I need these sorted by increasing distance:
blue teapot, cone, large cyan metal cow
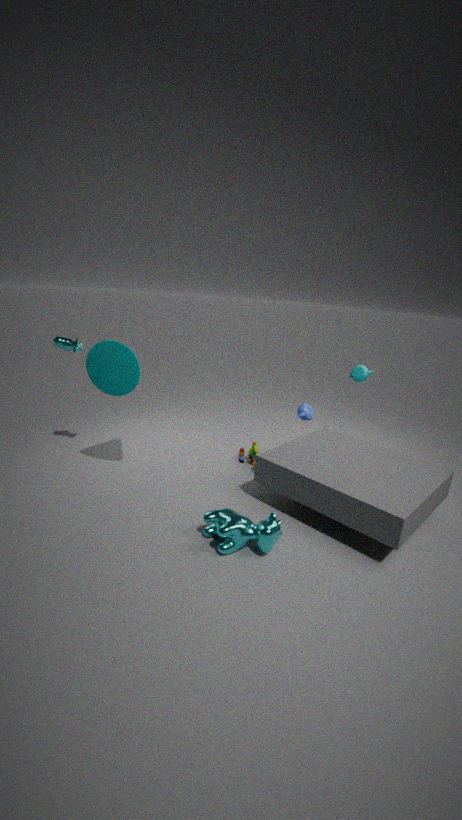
1. large cyan metal cow
2. cone
3. blue teapot
